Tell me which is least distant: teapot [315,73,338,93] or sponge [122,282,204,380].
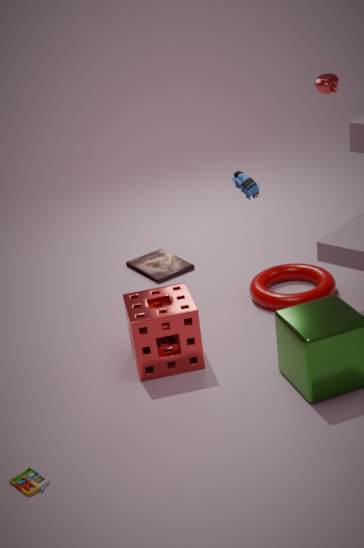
sponge [122,282,204,380]
